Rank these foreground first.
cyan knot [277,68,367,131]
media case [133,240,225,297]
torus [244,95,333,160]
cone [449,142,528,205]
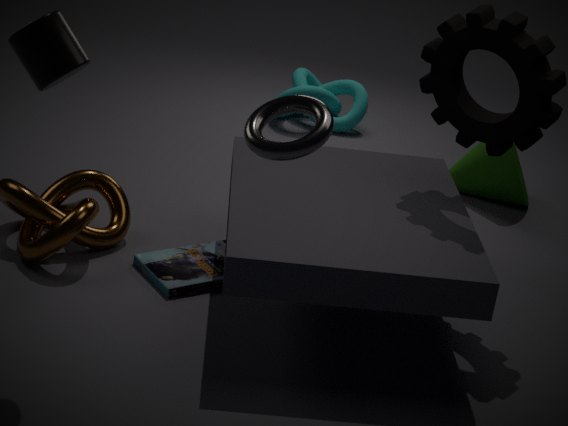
torus [244,95,333,160]
media case [133,240,225,297]
cone [449,142,528,205]
cyan knot [277,68,367,131]
